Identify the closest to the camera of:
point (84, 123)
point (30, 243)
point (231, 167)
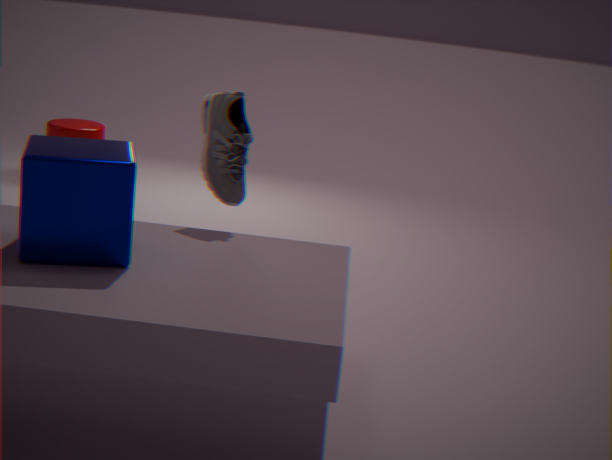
point (30, 243)
